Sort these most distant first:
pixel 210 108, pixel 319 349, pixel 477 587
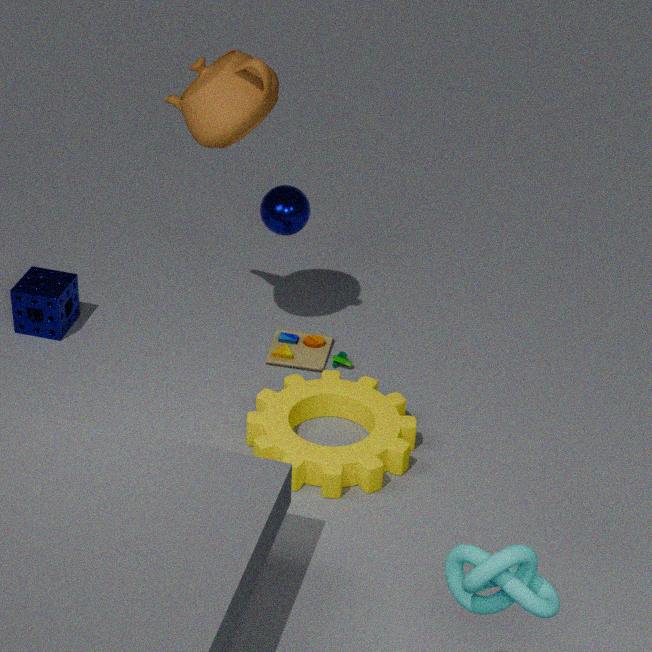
1. pixel 319 349
2. pixel 210 108
3. pixel 477 587
